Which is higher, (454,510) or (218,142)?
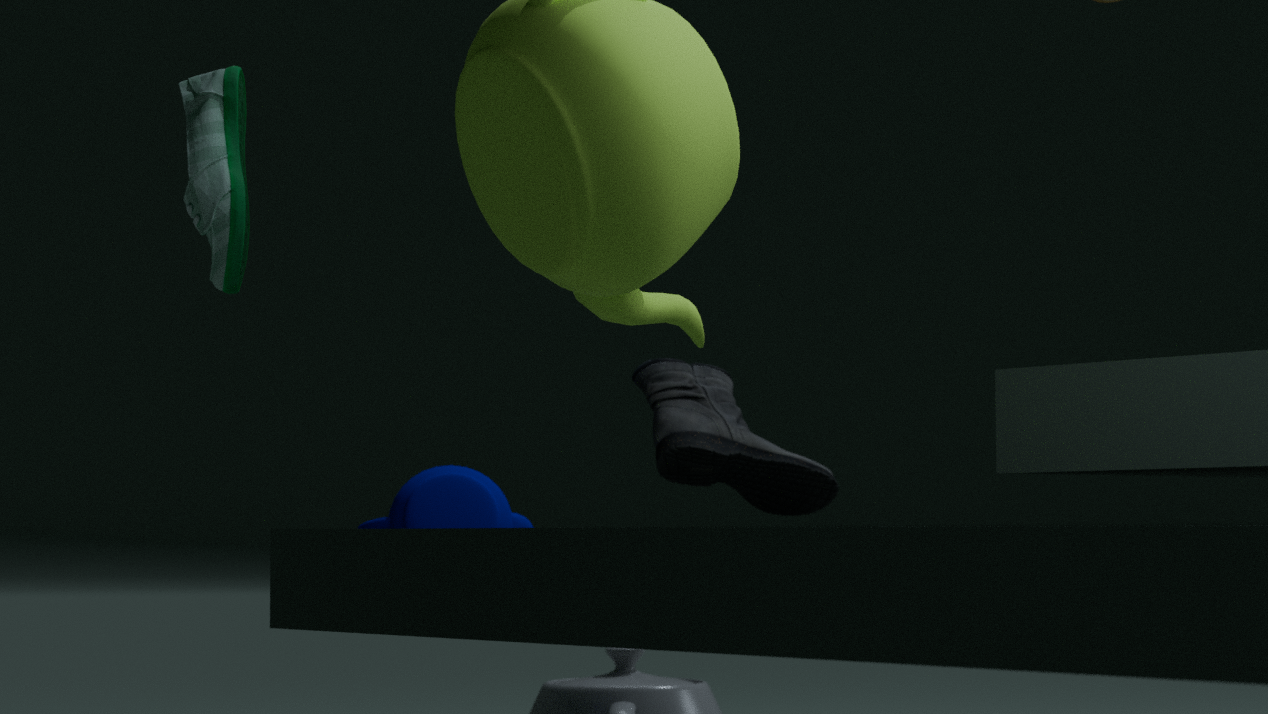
(218,142)
